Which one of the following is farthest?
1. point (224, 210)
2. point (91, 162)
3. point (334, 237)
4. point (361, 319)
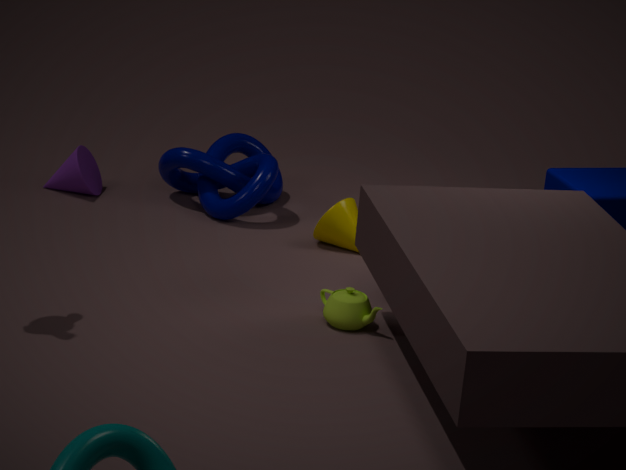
point (91, 162)
